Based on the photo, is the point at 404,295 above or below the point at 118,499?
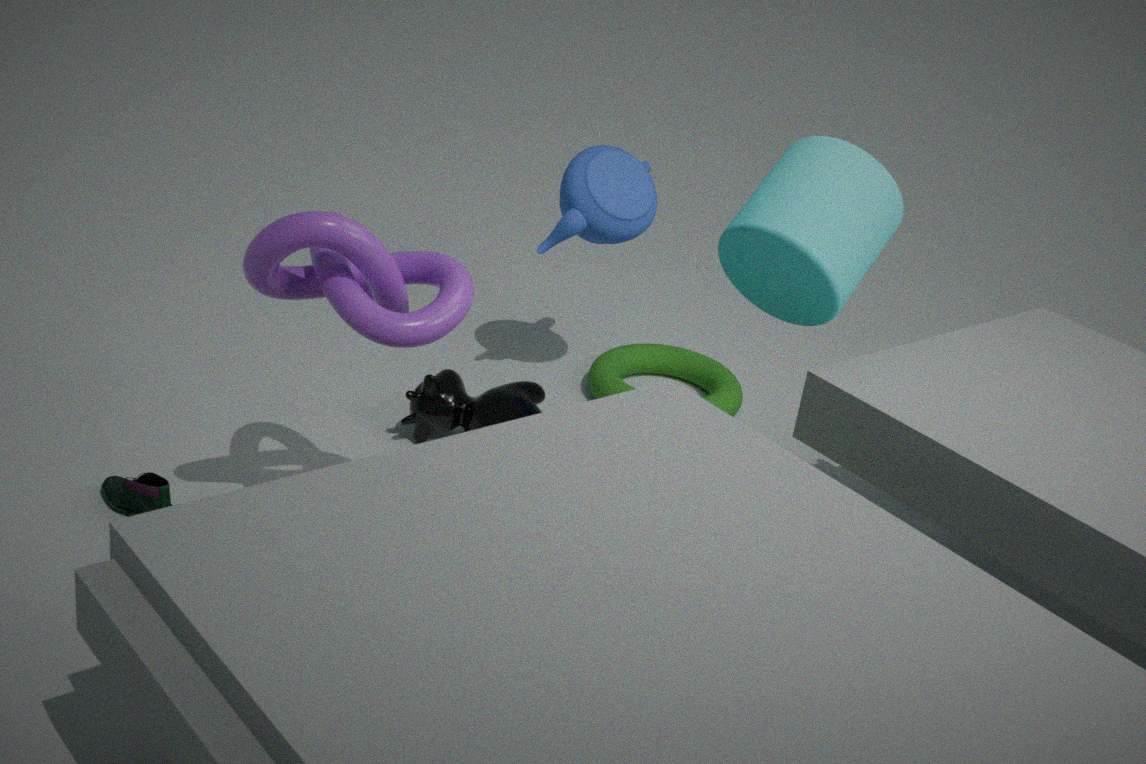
above
